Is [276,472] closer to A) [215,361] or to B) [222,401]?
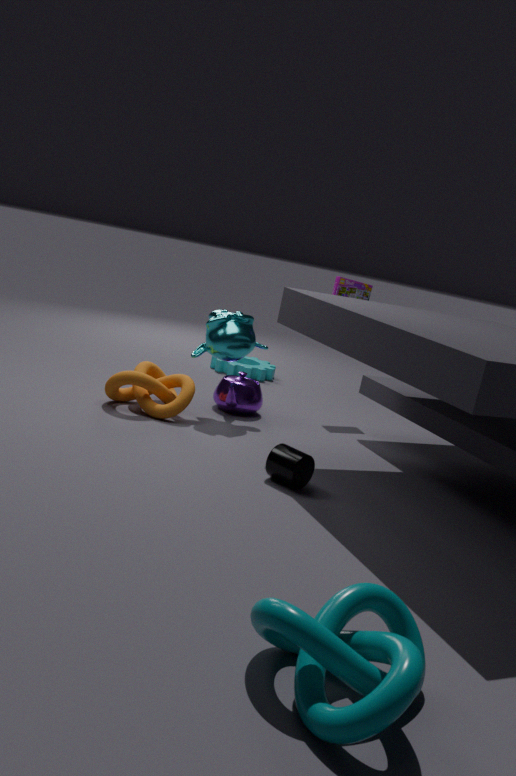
B) [222,401]
